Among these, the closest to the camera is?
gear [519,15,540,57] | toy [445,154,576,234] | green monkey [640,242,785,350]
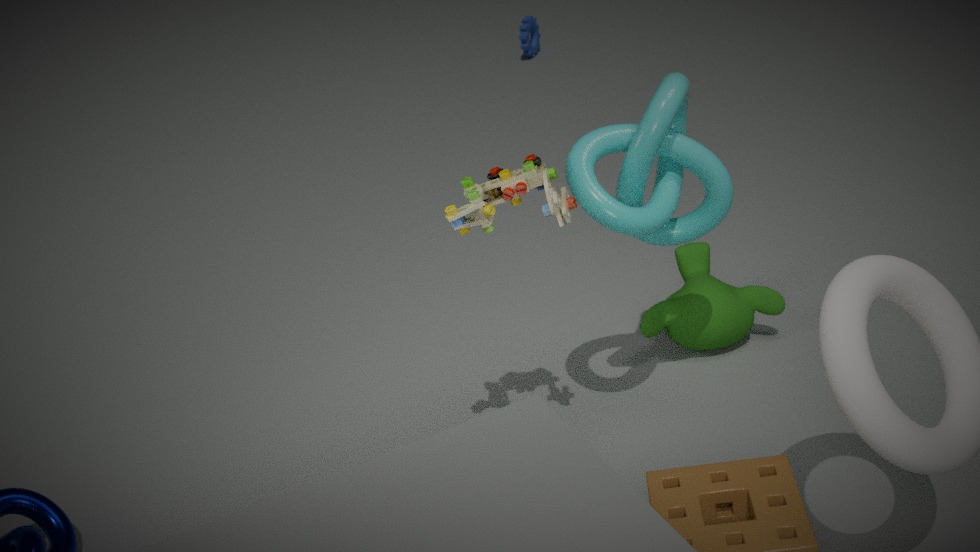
toy [445,154,576,234]
